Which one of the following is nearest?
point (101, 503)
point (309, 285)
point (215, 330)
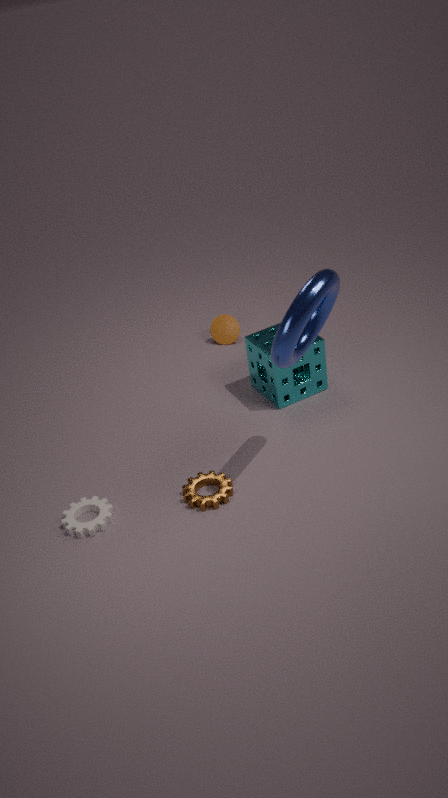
point (309, 285)
